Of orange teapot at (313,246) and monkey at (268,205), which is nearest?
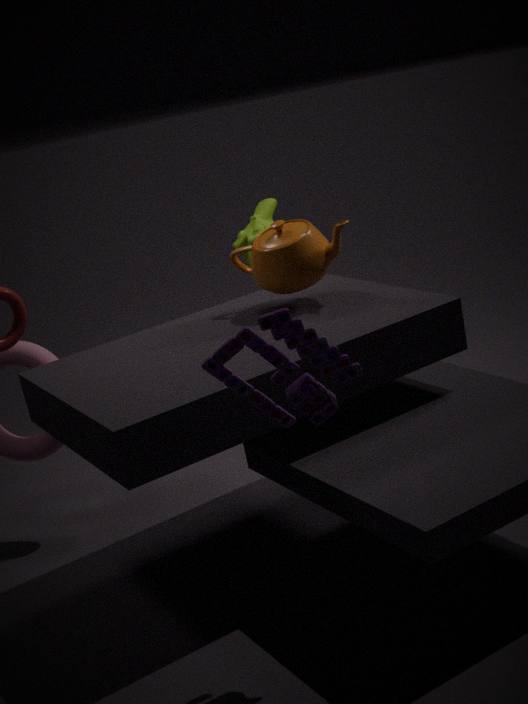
orange teapot at (313,246)
